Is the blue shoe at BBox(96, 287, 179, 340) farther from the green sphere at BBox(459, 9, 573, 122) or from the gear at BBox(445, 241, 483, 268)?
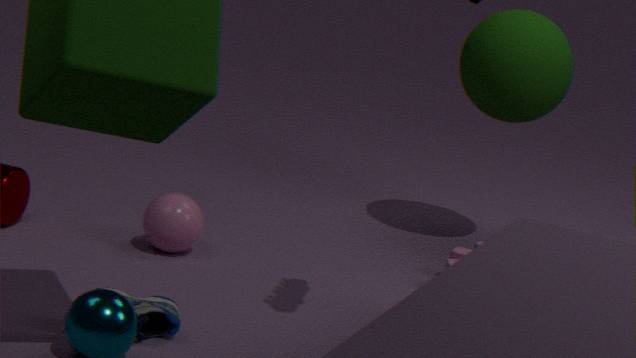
the green sphere at BBox(459, 9, 573, 122)
